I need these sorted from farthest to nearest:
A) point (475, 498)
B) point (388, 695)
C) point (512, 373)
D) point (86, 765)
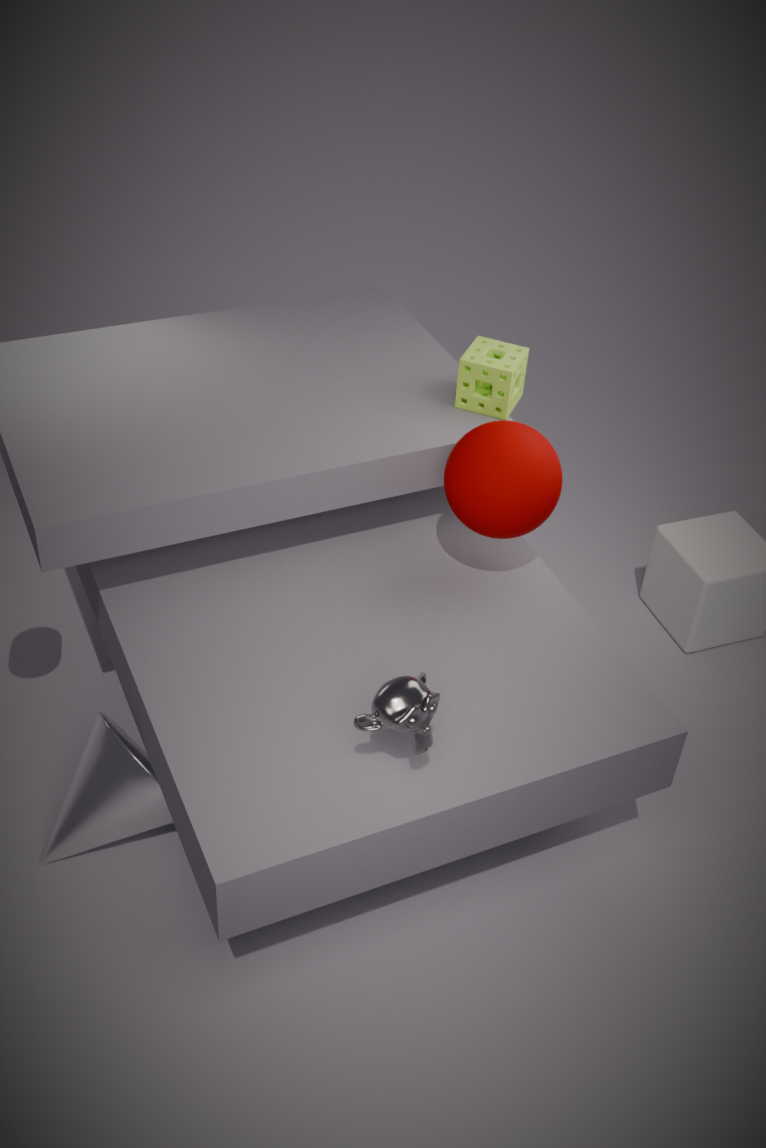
1. C. point (512, 373)
2. D. point (86, 765)
3. A. point (475, 498)
4. B. point (388, 695)
